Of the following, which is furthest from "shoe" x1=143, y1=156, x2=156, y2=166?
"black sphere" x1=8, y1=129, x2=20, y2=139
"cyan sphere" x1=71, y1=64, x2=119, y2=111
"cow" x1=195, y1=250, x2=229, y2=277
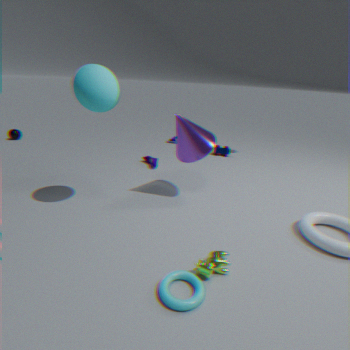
"black sphere" x1=8, y1=129, x2=20, y2=139
